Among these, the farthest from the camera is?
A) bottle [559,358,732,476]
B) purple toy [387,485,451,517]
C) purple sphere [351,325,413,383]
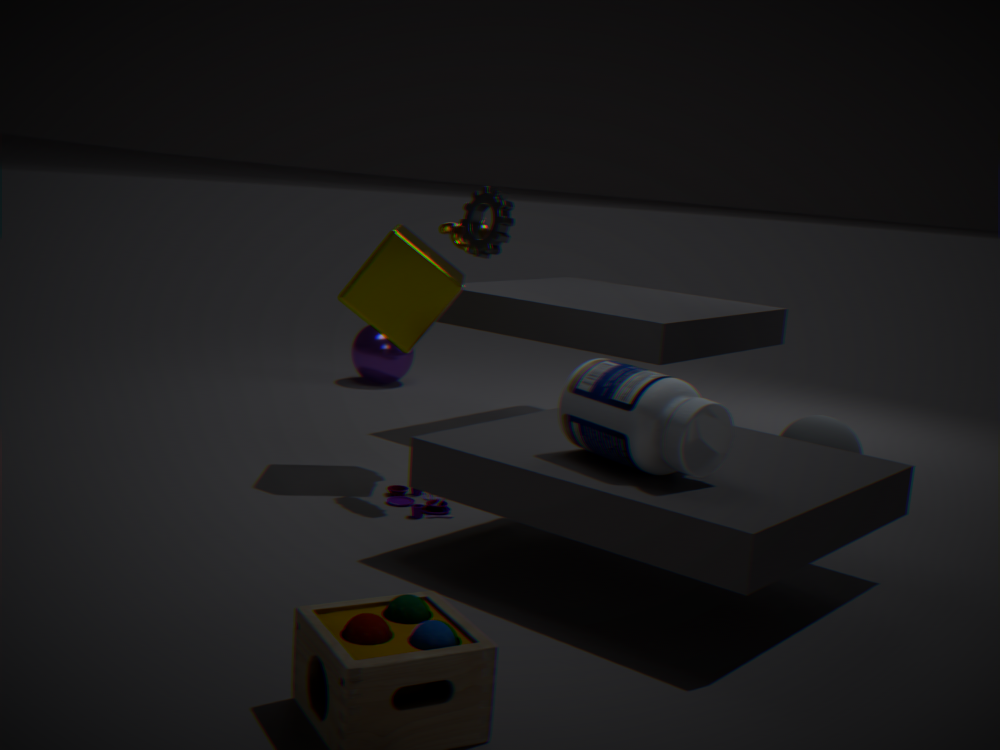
purple sphere [351,325,413,383]
